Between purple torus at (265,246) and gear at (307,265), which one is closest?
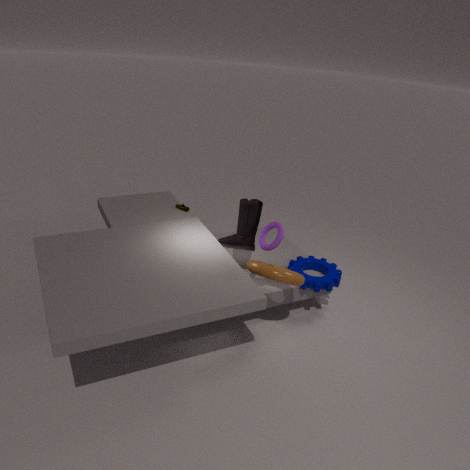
purple torus at (265,246)
